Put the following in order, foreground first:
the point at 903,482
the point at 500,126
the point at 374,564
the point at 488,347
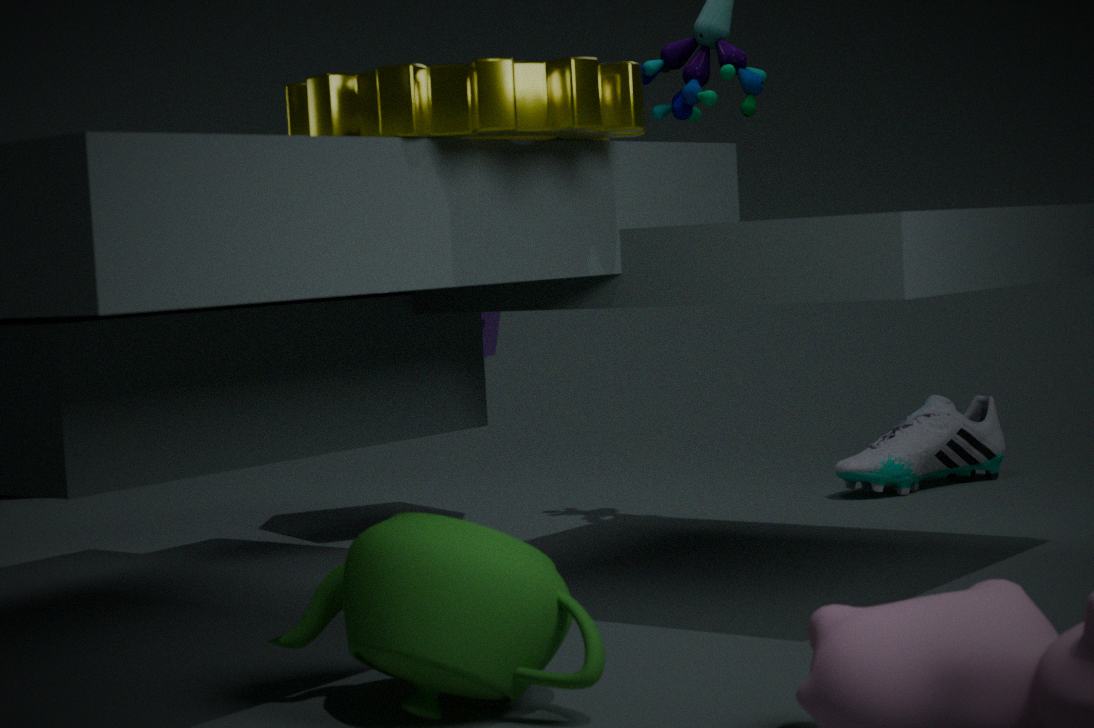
the point at 374,564
the point at 500,126
the point at 488,347
the point at 903,482
